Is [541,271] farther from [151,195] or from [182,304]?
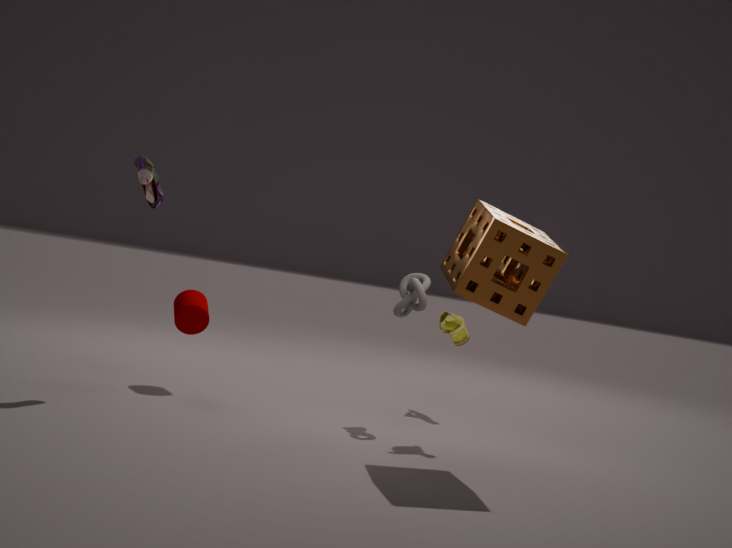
[182,304]
